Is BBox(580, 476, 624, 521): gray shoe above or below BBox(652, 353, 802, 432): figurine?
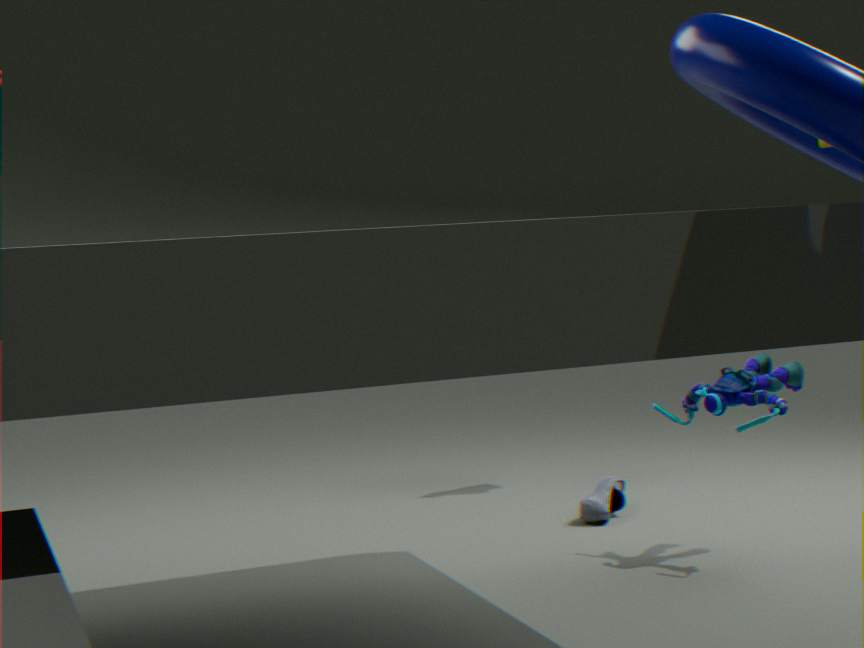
below
